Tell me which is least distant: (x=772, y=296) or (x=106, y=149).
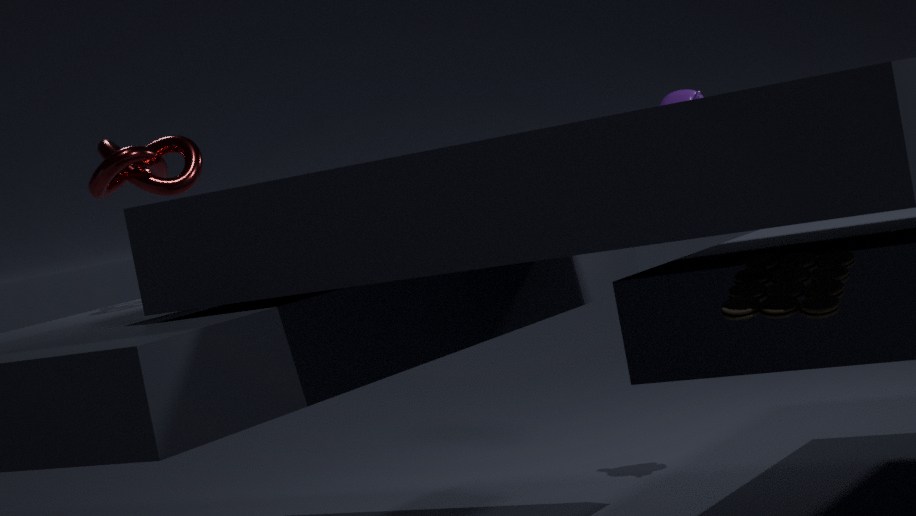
(x=772, y=296)
